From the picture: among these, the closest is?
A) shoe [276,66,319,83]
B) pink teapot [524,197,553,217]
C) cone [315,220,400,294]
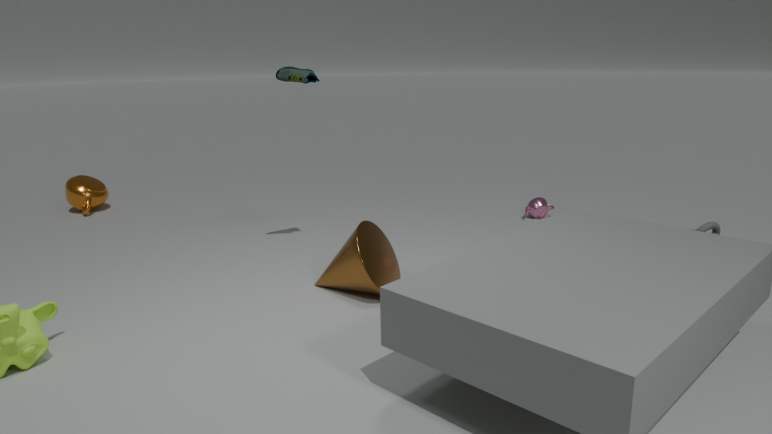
C. cone [315,220,400,294]
